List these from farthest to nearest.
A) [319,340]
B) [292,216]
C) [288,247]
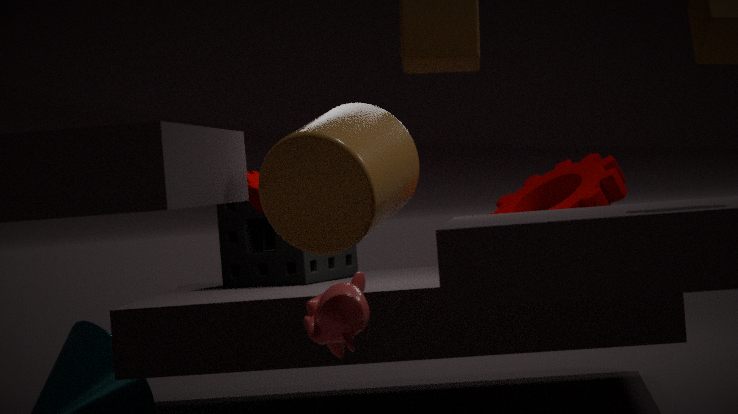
[288,247] → [292,216] → [319,340]
